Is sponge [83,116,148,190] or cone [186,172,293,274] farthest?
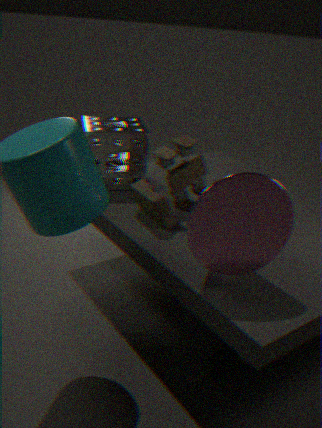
sponge [83,116,148,190]
